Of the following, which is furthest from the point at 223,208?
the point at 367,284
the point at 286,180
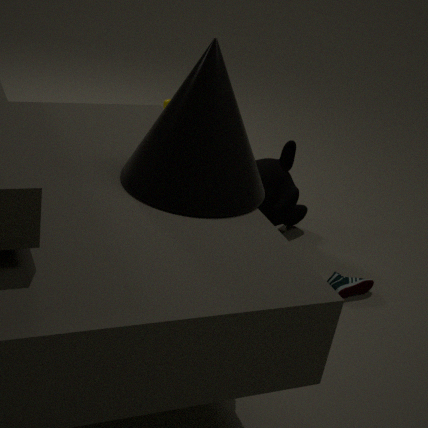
the point at 286,180
